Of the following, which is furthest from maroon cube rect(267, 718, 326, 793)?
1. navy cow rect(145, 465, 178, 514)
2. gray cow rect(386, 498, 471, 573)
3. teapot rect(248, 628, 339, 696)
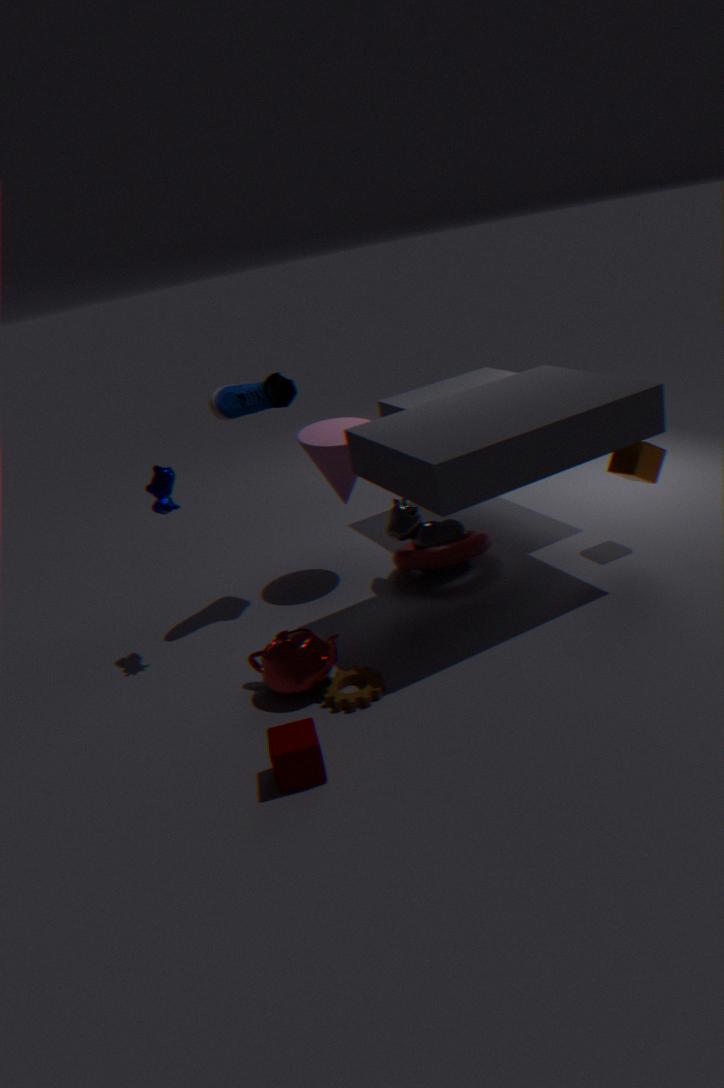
gray cow rect(386, 498, 471, 573)
